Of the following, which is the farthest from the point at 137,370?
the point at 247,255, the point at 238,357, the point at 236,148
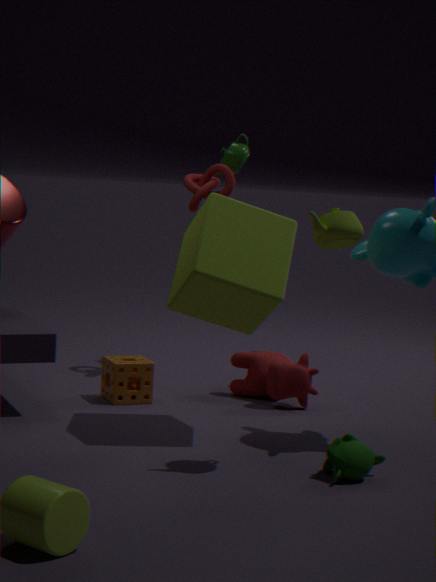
the point at 236,148
